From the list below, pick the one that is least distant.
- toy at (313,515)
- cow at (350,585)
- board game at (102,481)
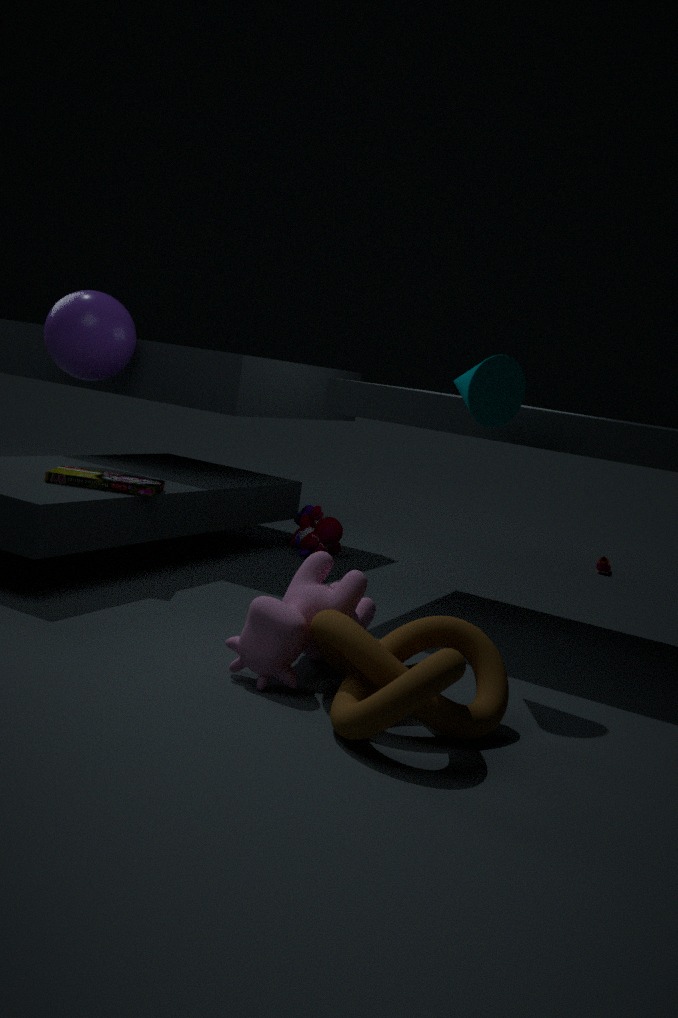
cow at (350,585)
